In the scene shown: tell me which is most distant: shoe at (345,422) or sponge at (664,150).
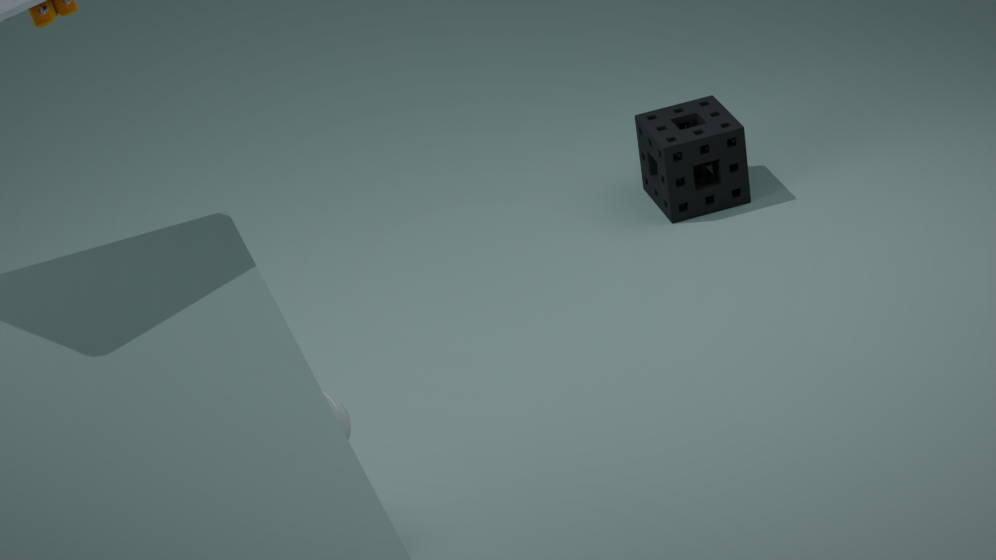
sponge at (664,150)
